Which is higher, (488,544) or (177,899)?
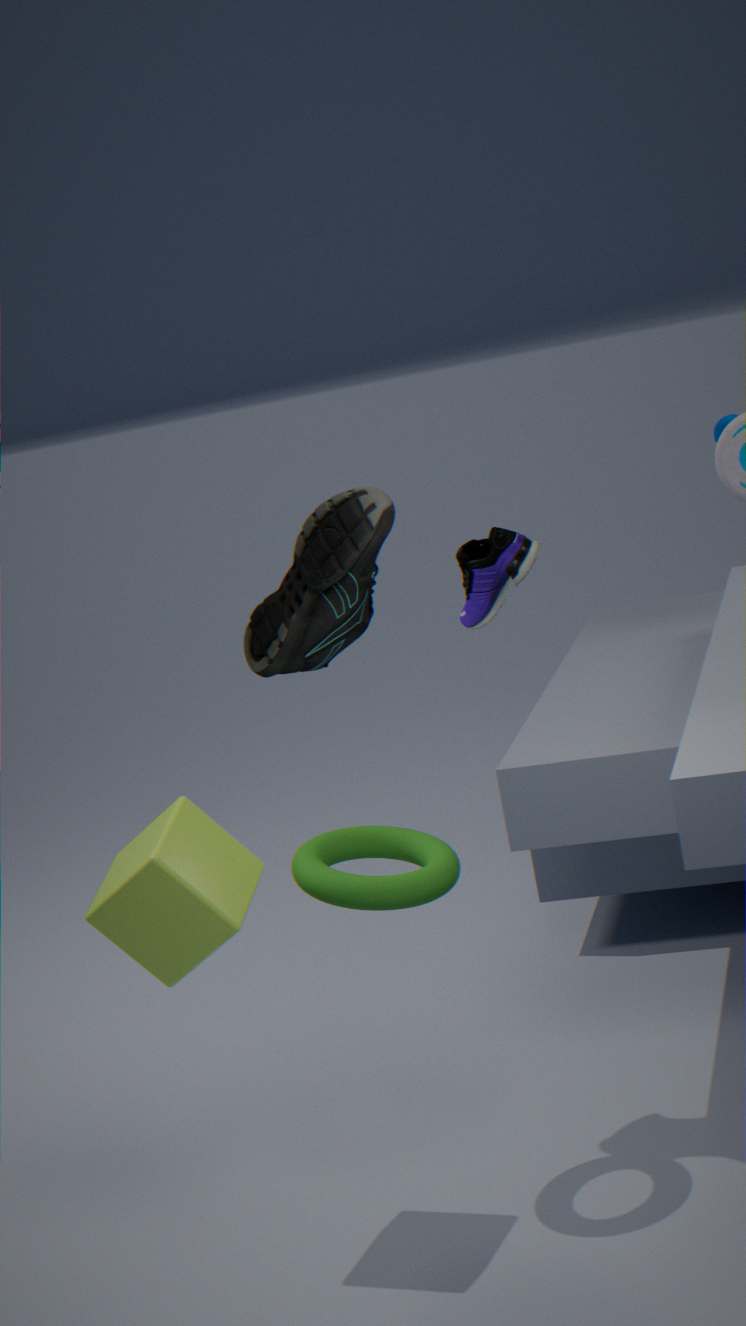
(488,544)
